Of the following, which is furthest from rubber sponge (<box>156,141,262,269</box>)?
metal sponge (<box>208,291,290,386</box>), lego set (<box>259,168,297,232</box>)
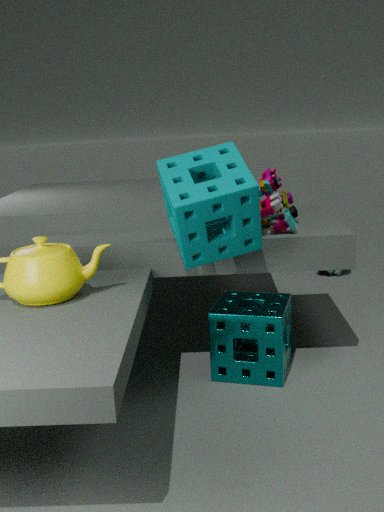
metal sponge (<box>208,291,290,386</box>)
